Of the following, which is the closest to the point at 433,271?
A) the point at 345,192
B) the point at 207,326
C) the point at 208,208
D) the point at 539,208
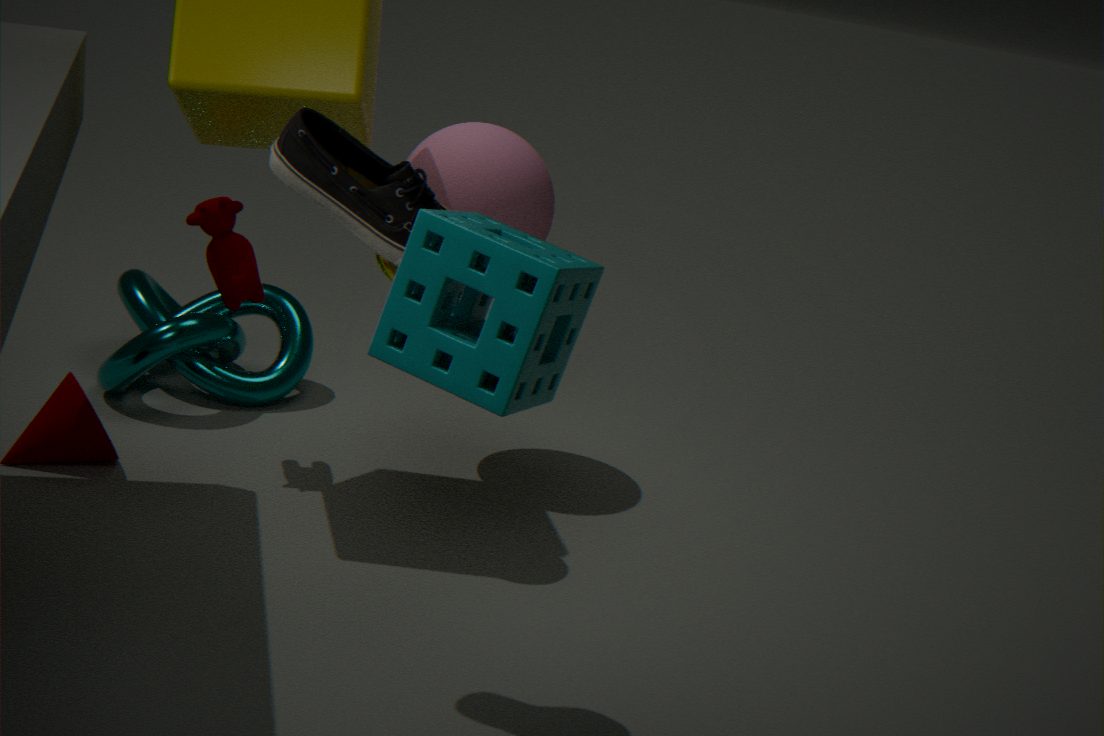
the point at 345,192
